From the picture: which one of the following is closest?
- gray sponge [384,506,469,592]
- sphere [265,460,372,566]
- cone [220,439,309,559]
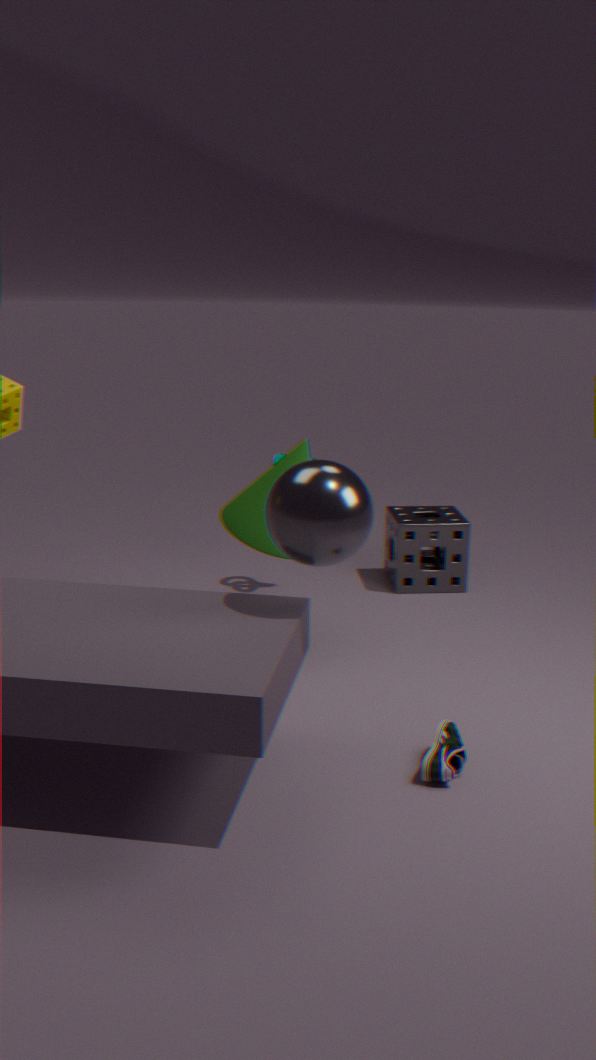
sphere [265,460,372,566]
